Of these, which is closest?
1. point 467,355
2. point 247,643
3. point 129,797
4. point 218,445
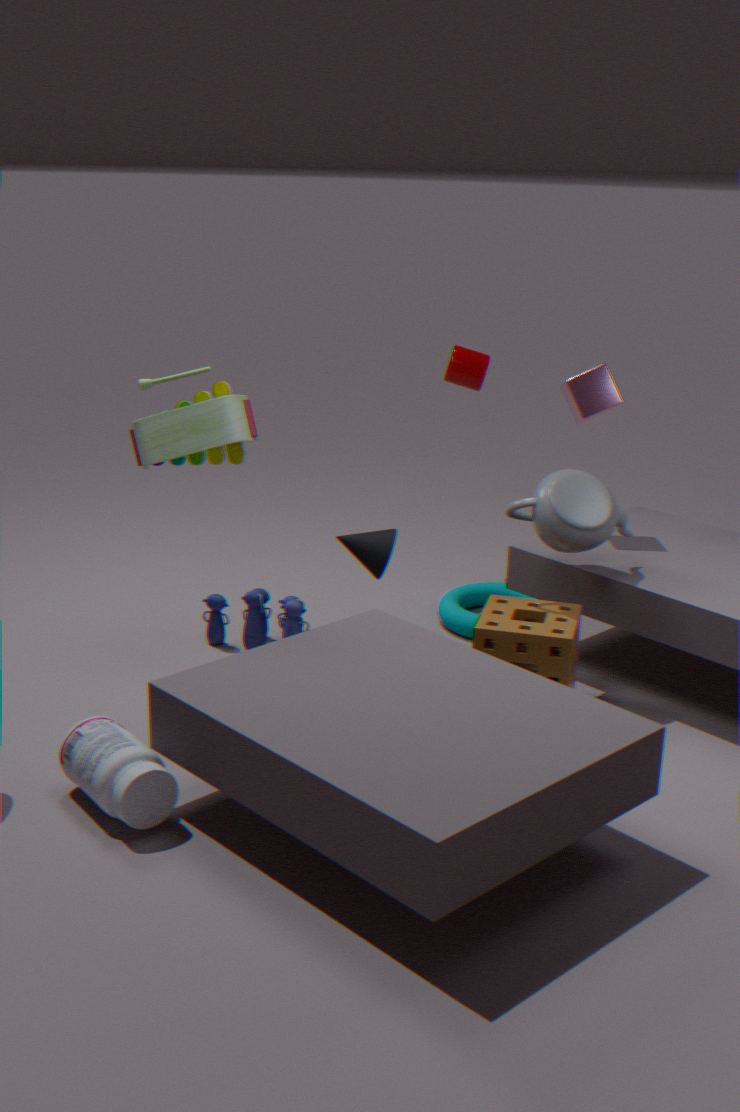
point 129,797
